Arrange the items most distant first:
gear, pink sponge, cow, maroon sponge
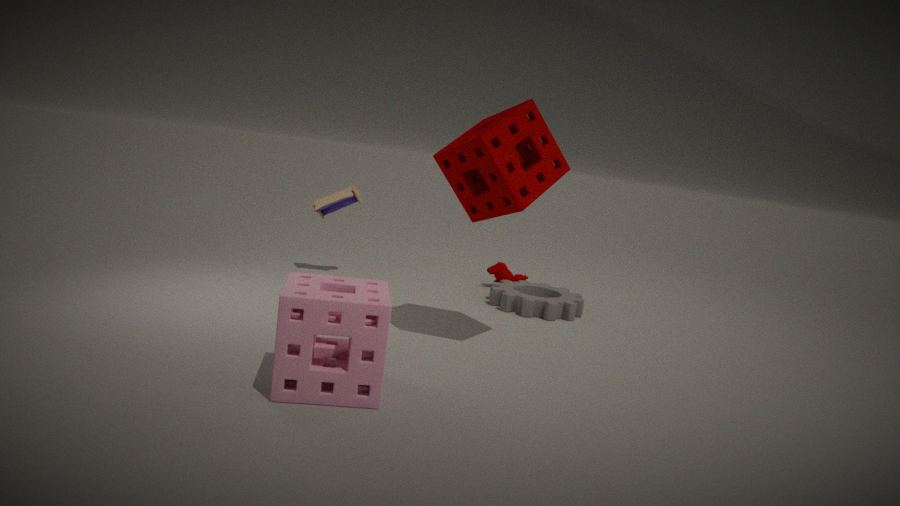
cow → gear → maroon sponge → pink sponge
